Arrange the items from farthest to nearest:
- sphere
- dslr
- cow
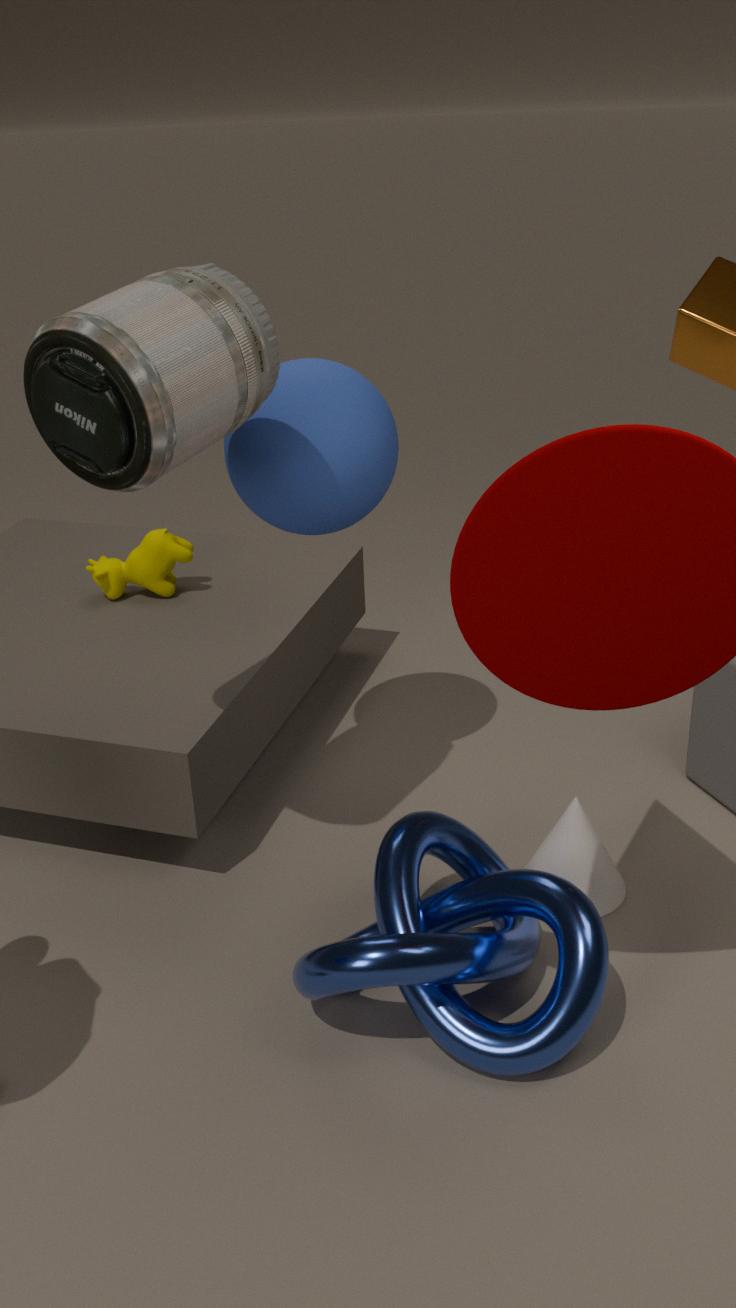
cow < sphere < dslr
